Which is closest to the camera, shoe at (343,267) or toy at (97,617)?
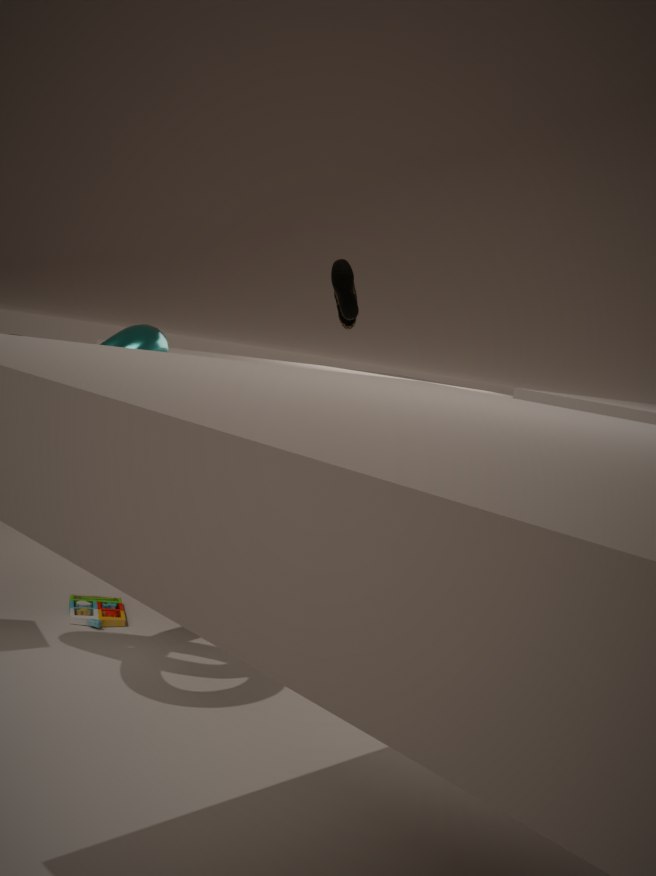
toy at (97,617)
